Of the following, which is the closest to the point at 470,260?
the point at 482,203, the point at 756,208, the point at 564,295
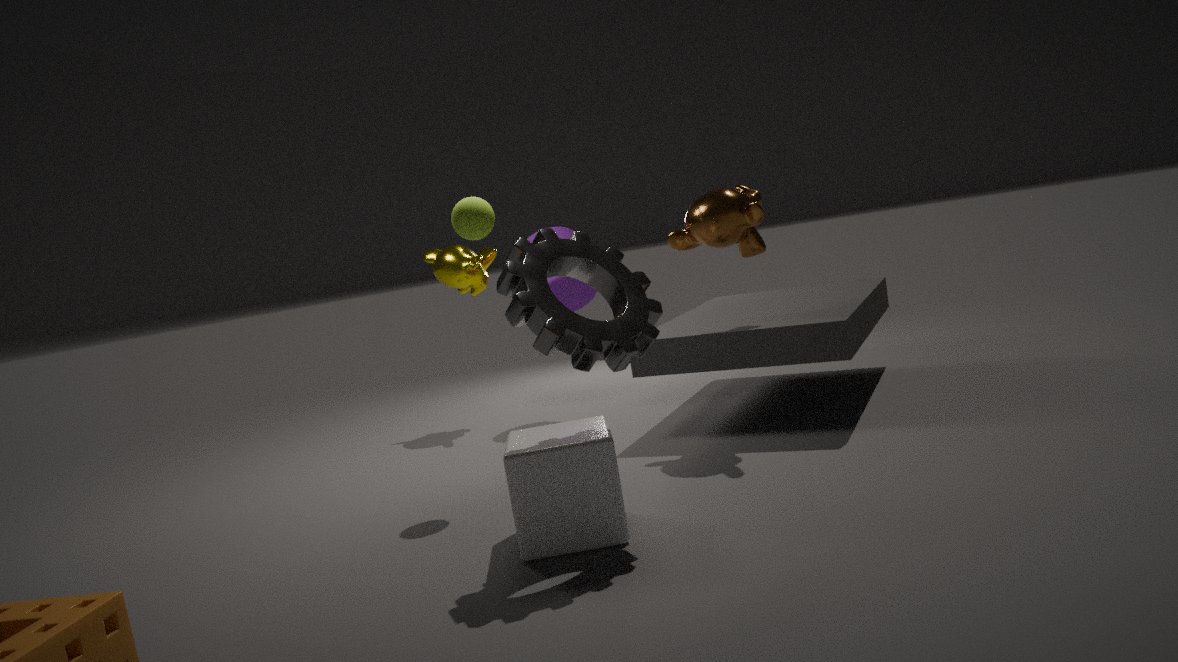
the point at 564,295
